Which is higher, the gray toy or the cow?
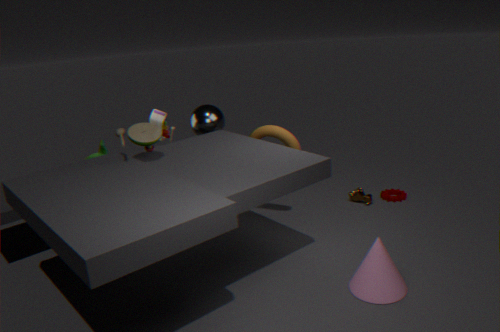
the gray toy
